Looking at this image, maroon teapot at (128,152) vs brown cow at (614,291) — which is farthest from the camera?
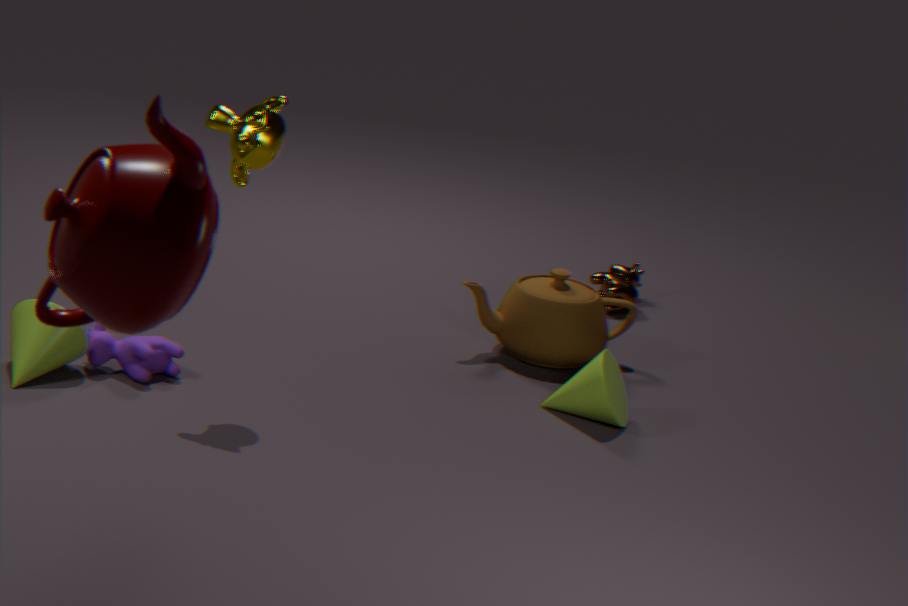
brown cow at (614,291)
